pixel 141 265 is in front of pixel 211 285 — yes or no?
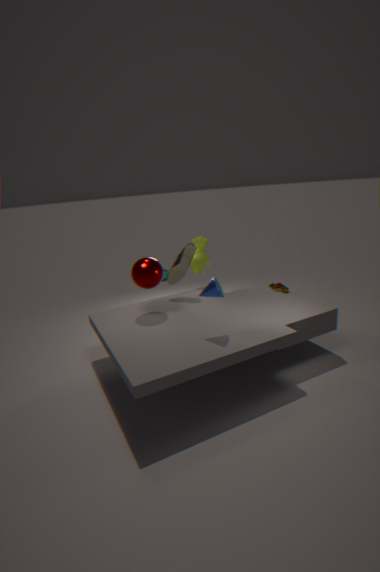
No
